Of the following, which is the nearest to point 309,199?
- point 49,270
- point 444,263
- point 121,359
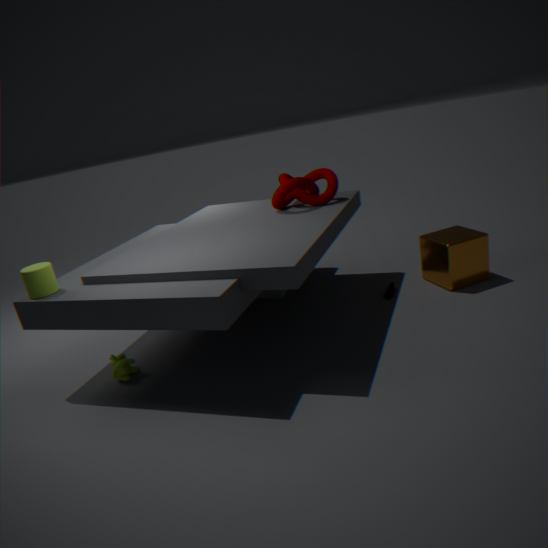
point 444,263
